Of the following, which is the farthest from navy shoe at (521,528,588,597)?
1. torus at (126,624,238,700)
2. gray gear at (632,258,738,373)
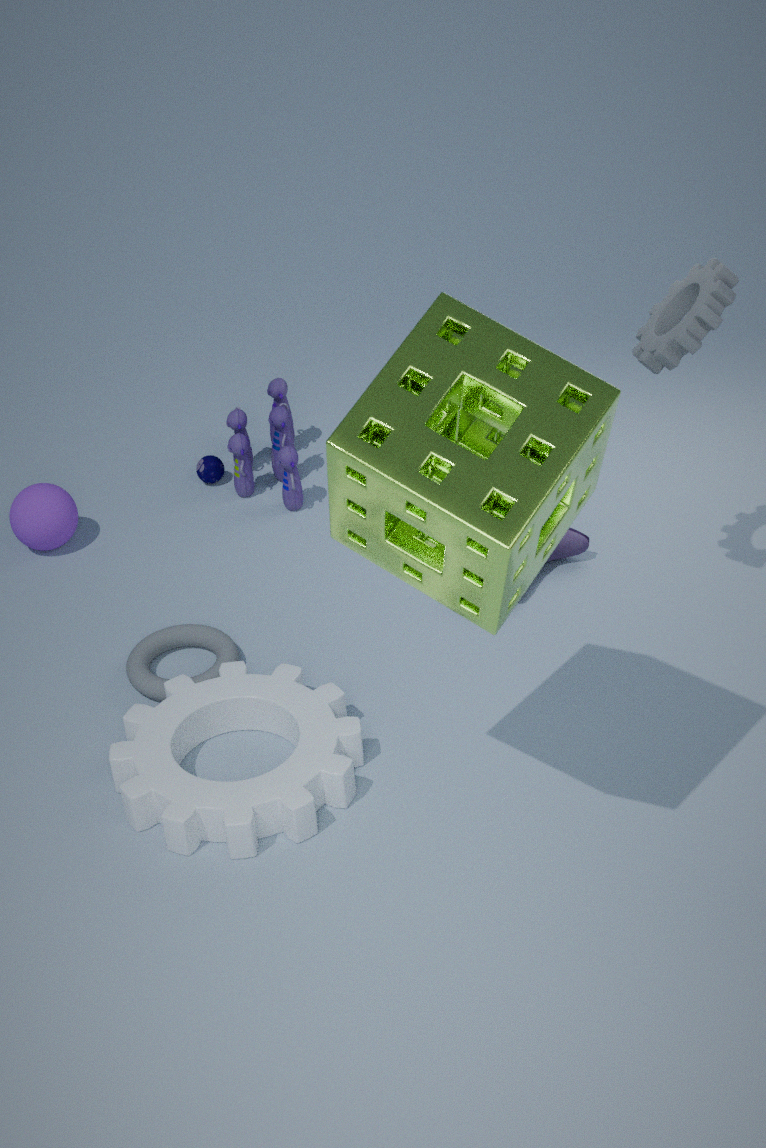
gray gear at (632,258,738,373)
